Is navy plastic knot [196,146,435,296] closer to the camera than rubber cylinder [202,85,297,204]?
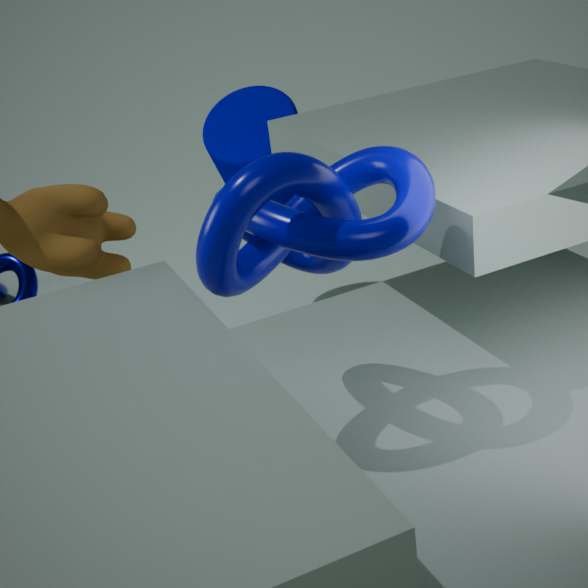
Yes
